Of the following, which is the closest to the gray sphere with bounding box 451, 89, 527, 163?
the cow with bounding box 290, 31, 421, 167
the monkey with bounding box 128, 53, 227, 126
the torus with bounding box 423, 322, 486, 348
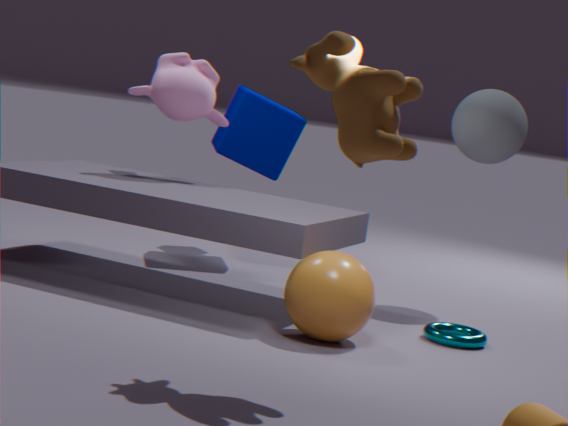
the torus with bounding box 423, 322, 486, 348
